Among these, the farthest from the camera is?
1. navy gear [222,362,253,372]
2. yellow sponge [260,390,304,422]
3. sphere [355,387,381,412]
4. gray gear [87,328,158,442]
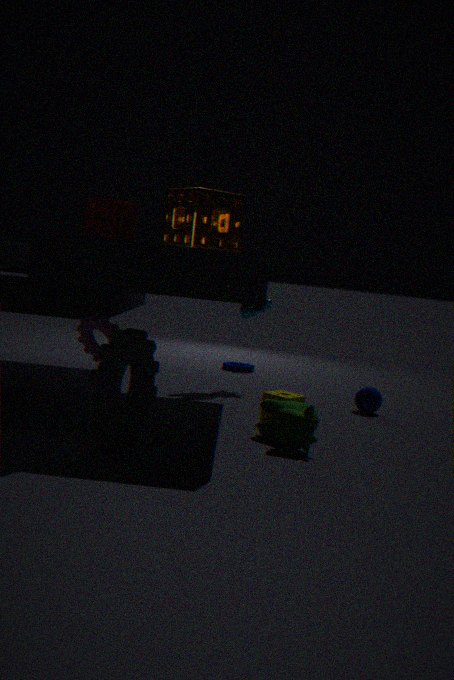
navy gear [222,362,253,372]
